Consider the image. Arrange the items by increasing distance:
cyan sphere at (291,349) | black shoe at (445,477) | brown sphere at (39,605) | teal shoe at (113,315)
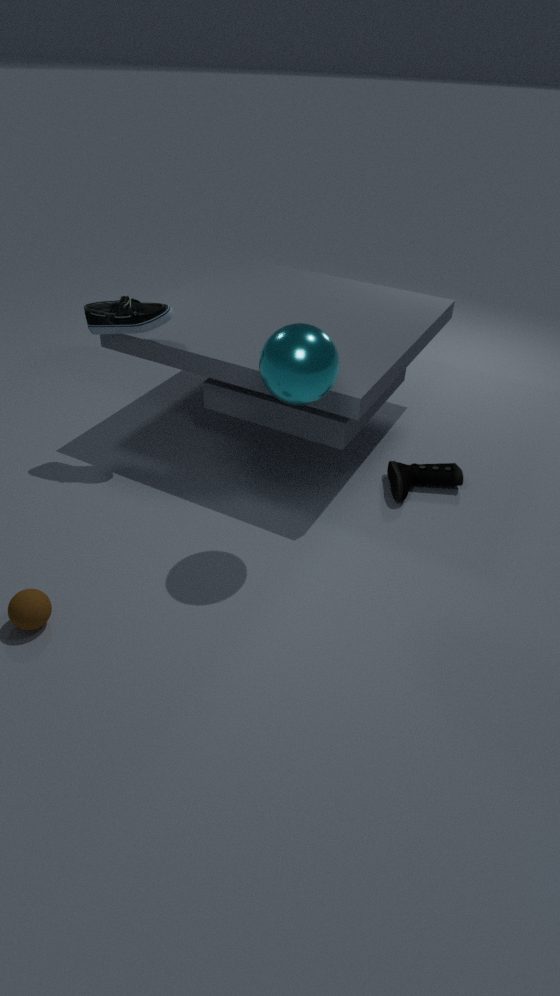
cyan sphere at (291,349) < brown sphere at (39,605) < teal shoe at (113,315) < black shoe at (445,477)
